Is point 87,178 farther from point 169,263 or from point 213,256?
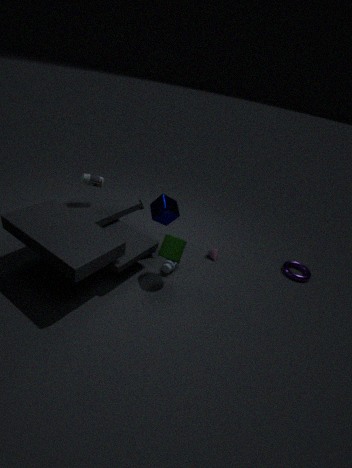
point 213,256
